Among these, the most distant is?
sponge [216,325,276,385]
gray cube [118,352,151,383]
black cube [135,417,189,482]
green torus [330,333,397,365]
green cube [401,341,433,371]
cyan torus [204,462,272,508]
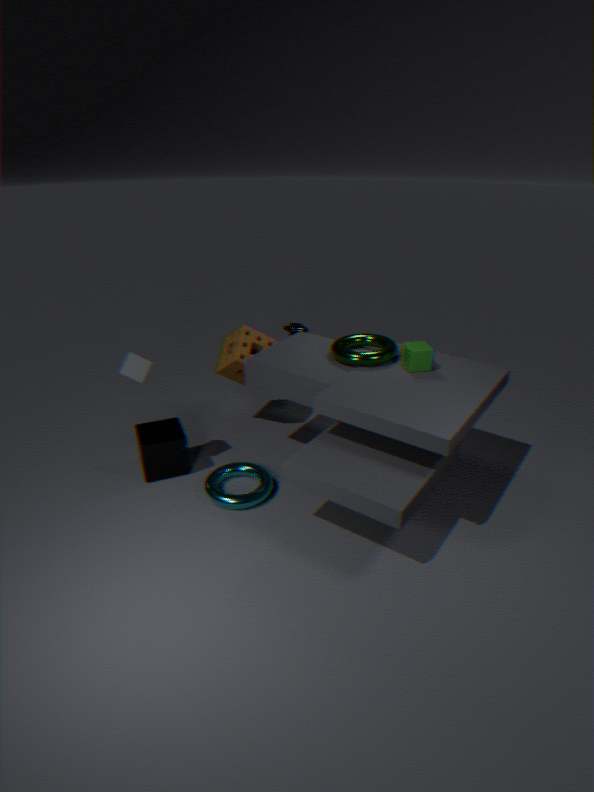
sponge [216,325,276,385]
